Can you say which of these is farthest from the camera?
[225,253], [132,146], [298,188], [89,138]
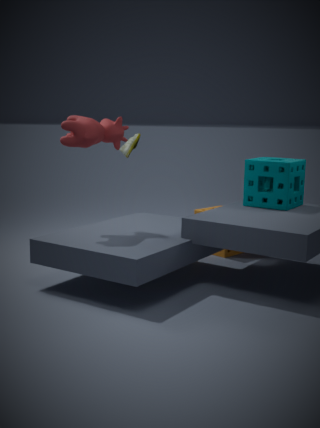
[132,146]
